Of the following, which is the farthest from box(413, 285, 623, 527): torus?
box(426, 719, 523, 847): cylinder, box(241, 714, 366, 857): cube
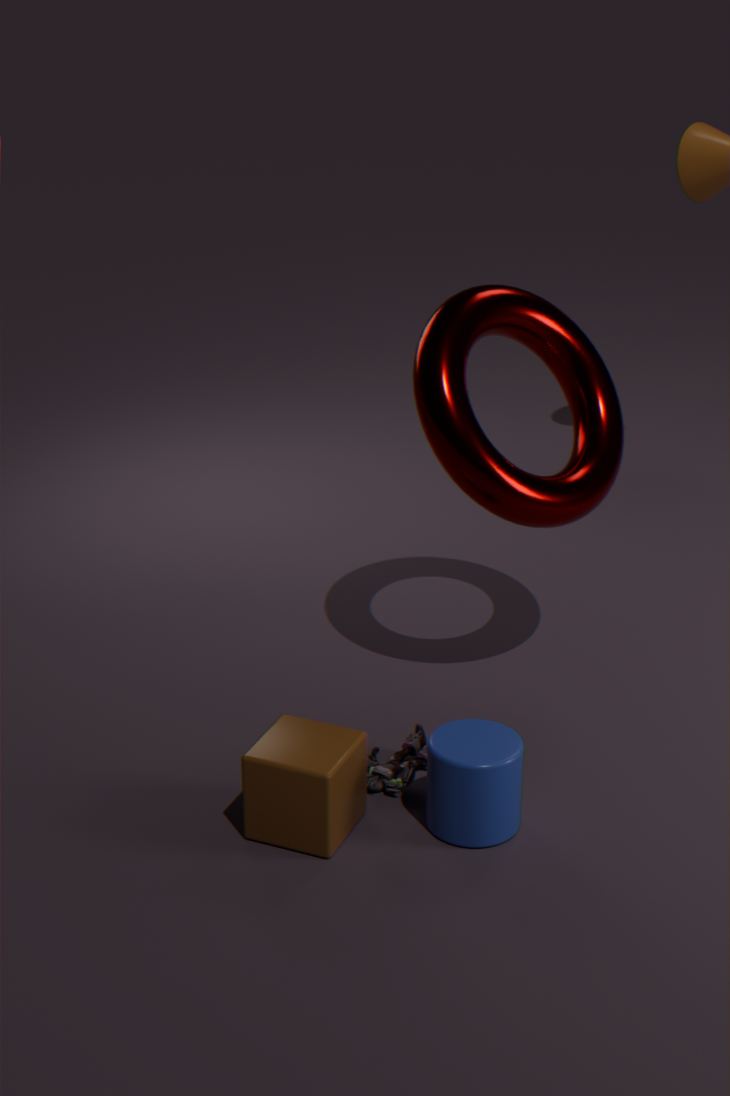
box(241, 714, 366, 857): cube
